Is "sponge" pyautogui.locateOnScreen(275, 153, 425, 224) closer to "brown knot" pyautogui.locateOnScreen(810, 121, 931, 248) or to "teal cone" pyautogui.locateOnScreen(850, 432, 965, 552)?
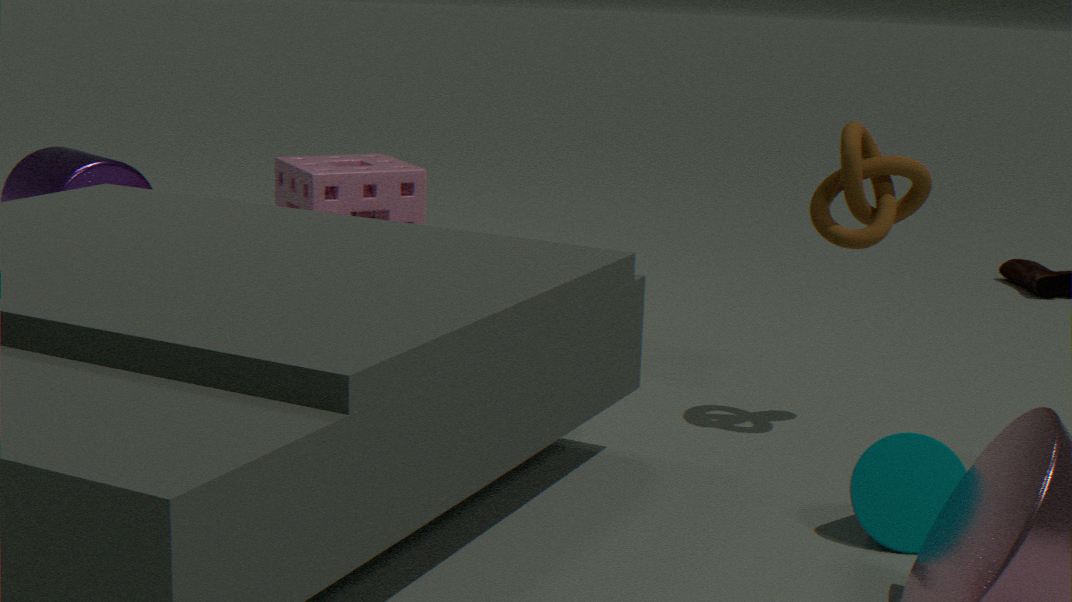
"brown knot" pyautogui.locateOnScreen(810, 121, 931, 248)
